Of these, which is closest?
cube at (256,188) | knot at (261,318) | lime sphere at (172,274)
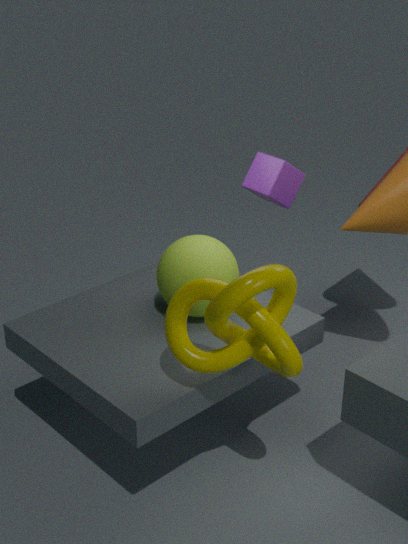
knot at (261,318)
